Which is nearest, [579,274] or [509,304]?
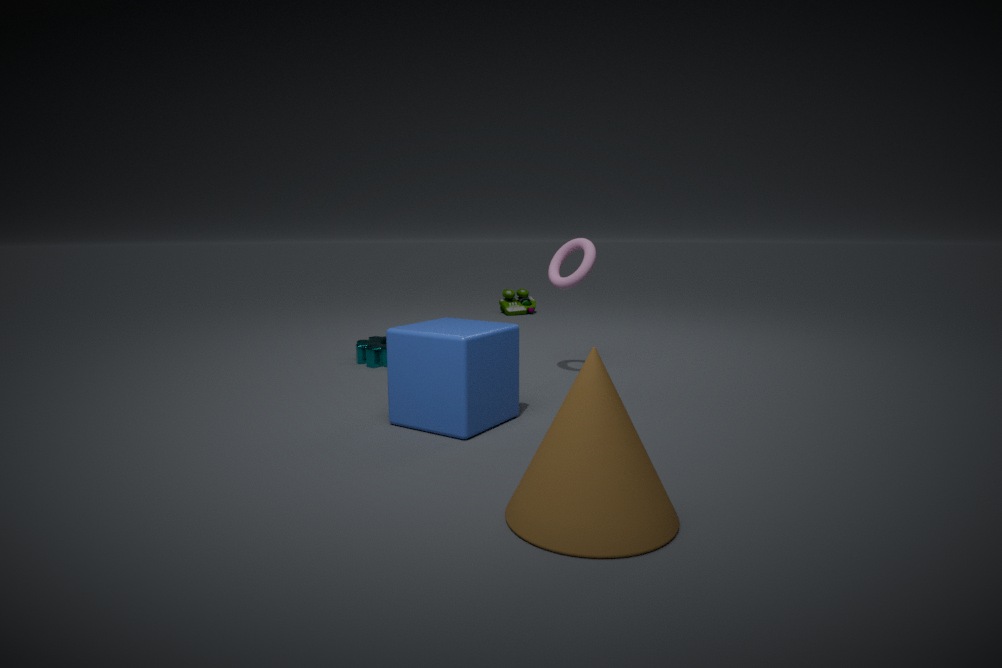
[579,274]
